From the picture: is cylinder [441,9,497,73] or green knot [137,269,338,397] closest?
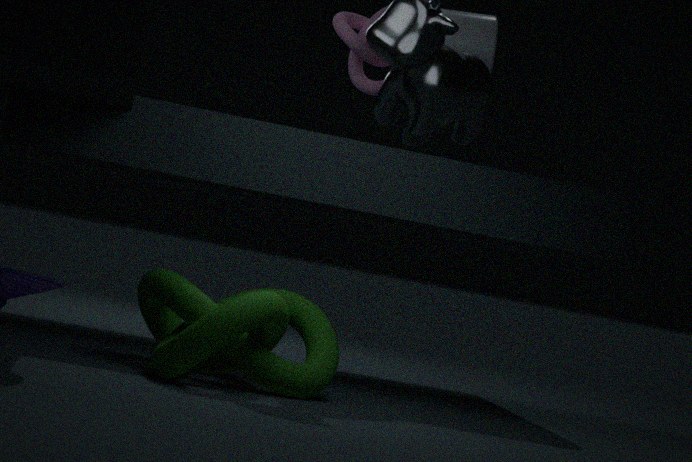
green knot [137,269,338,397]
